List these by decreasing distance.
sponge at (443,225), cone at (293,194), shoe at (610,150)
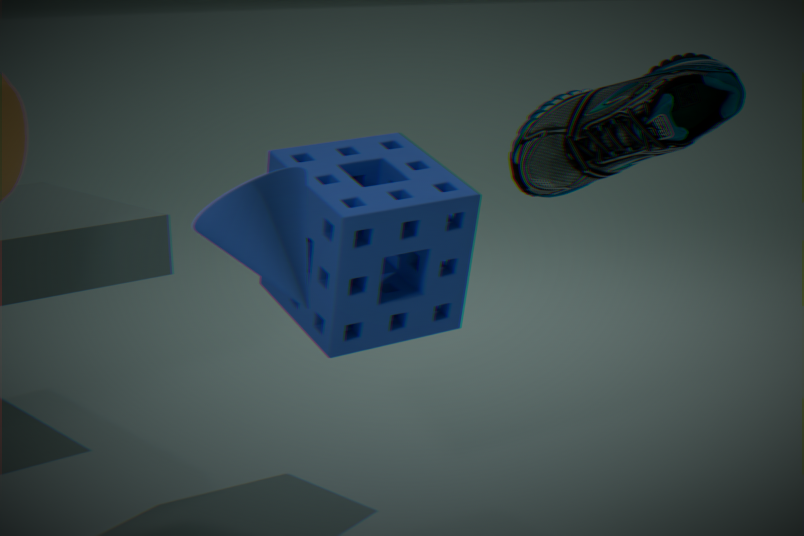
sponge at (443,225) < shoe at (610,150) < cone at (293,194)
